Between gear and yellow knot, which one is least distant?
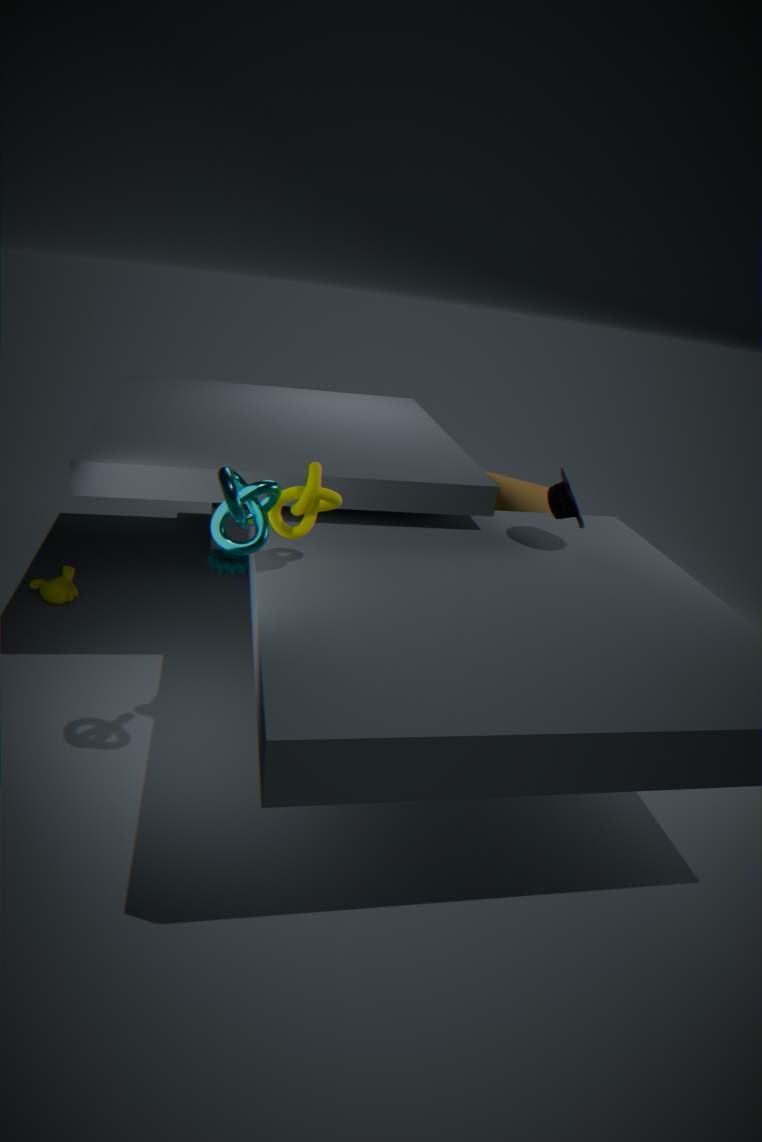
yellow knot
